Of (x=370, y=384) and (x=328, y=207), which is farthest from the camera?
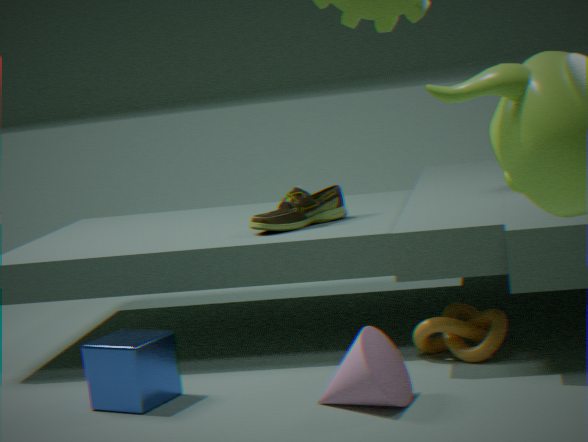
(x=328, y=207)
